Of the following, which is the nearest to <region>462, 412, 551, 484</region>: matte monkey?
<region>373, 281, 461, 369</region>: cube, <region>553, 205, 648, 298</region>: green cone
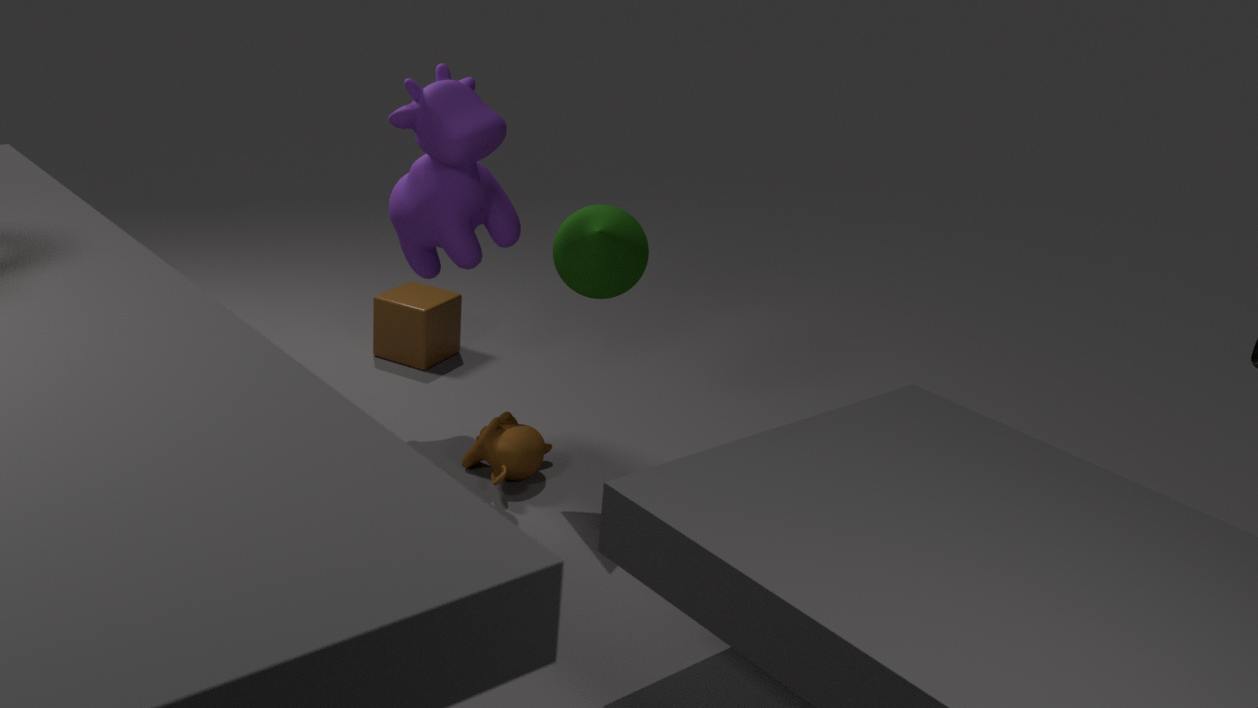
<region>553, 205, 648, 298</region>: green cone
